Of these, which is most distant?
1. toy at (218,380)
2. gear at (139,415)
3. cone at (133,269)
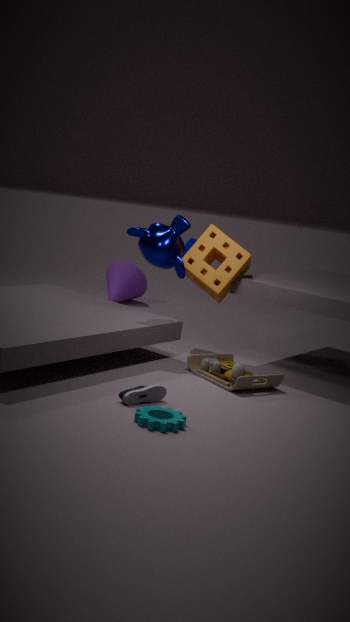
cone at (133,269)
